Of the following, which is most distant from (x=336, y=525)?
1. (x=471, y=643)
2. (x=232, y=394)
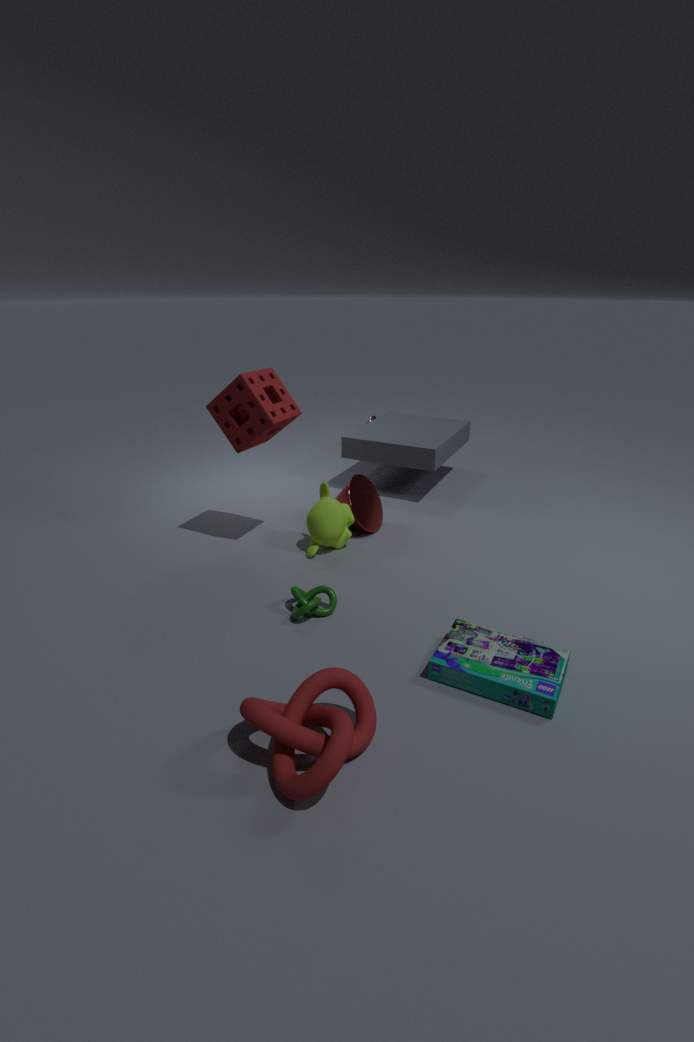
(x=471, y=643)
